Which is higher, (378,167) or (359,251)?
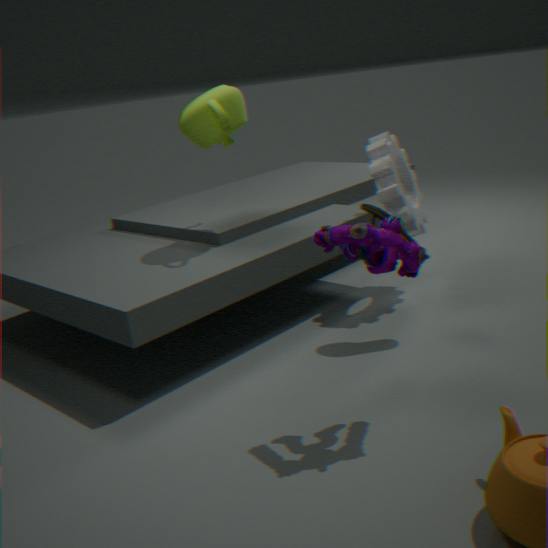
(359,251)
